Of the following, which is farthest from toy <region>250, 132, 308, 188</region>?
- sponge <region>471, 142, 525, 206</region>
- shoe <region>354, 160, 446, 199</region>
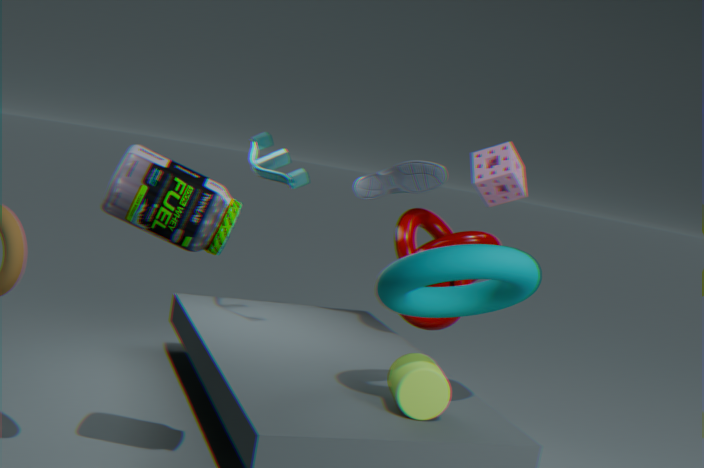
sponge <region>471, 142, 525, 206</region>
